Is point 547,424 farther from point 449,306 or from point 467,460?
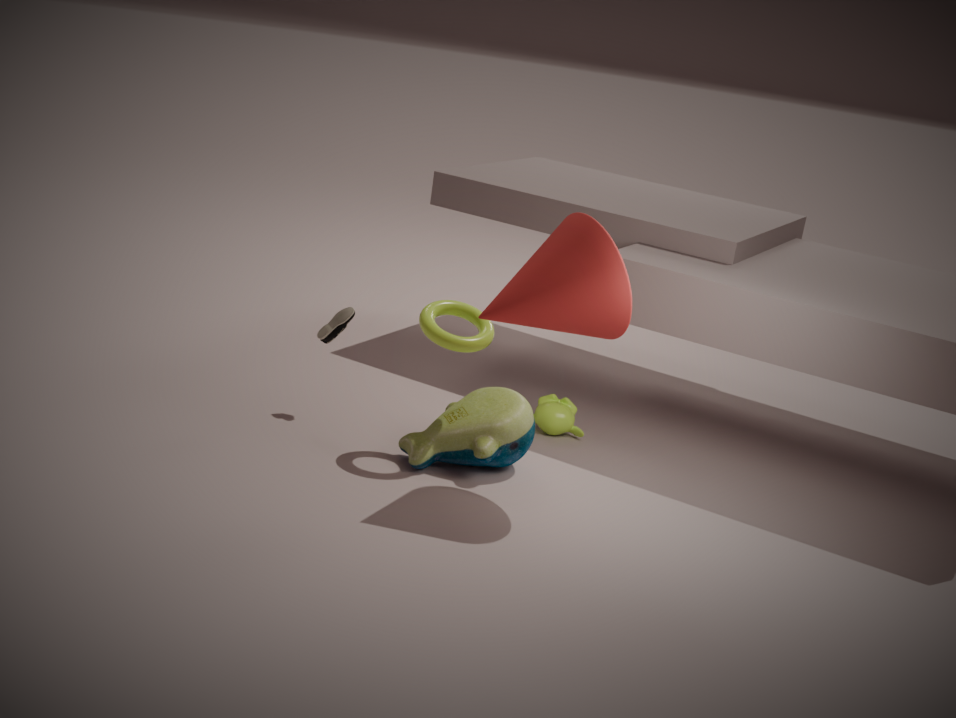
point 449,306
